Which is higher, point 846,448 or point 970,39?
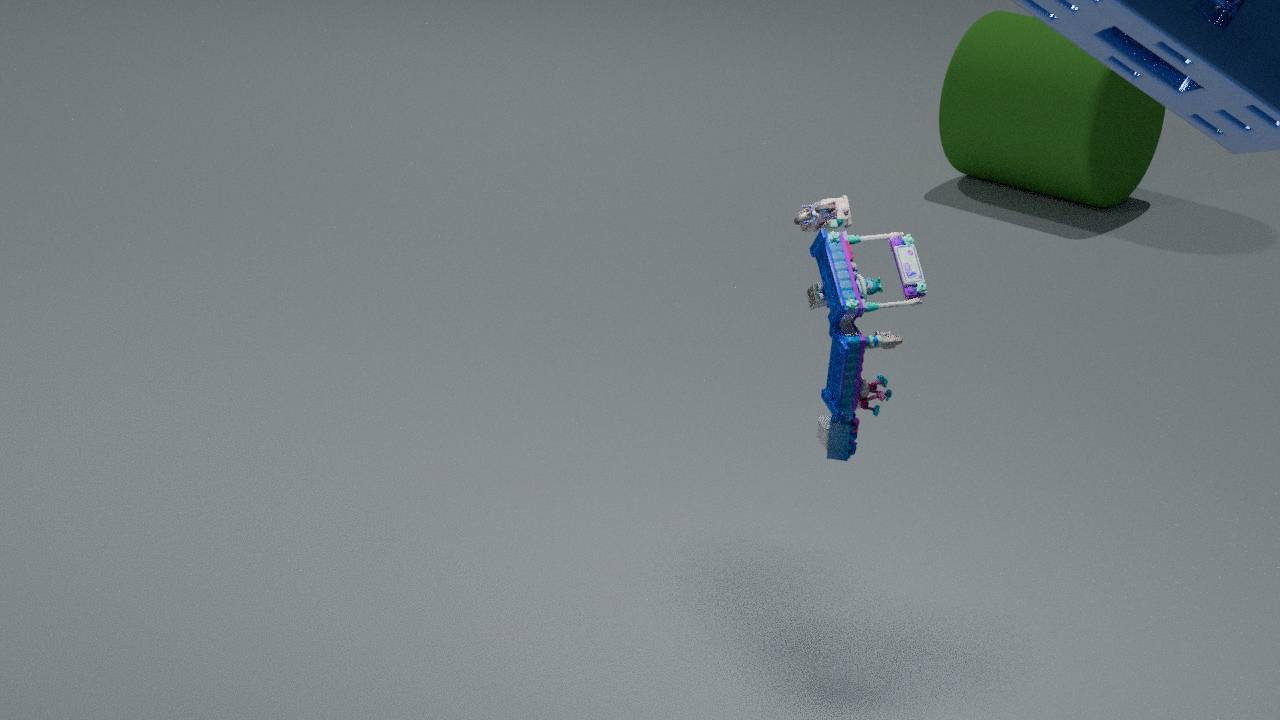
point 846,448
